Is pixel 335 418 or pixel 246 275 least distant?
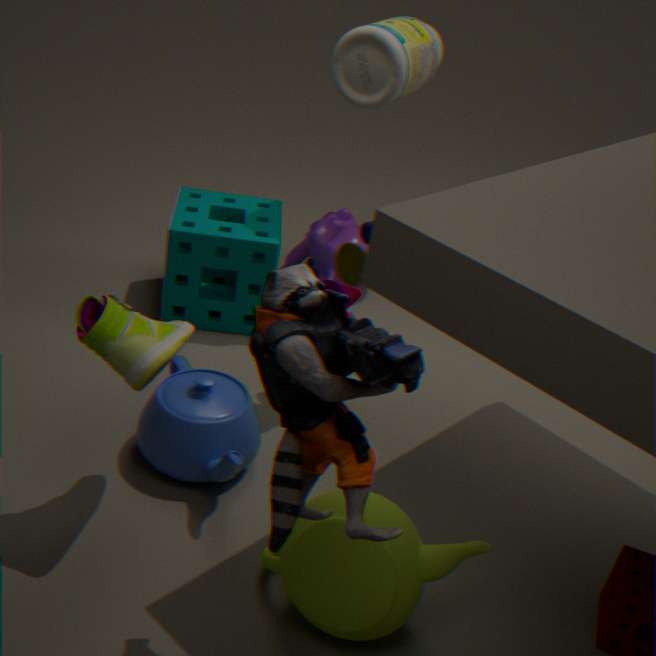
pixel 335 418
